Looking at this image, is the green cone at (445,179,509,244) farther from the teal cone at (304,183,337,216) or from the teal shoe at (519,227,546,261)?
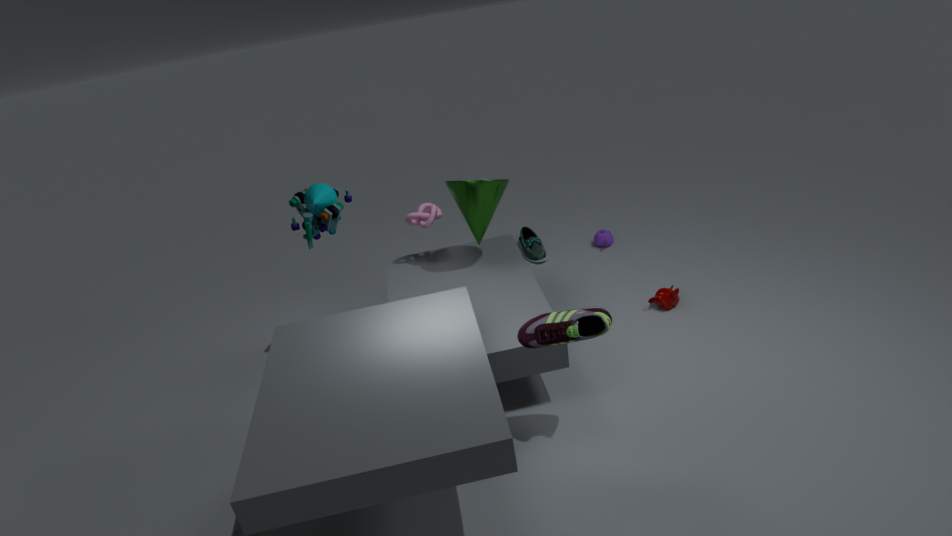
the teal shoe at (519,227,546,261)
